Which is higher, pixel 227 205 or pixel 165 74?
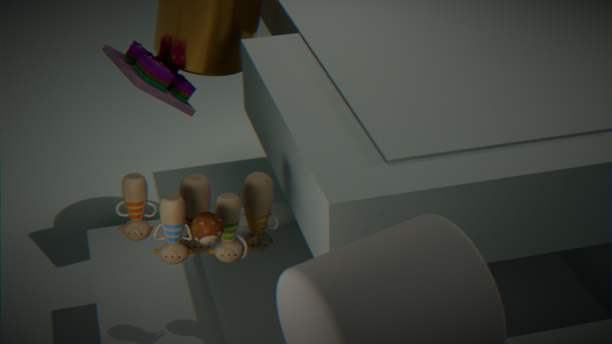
pixel 227 205
